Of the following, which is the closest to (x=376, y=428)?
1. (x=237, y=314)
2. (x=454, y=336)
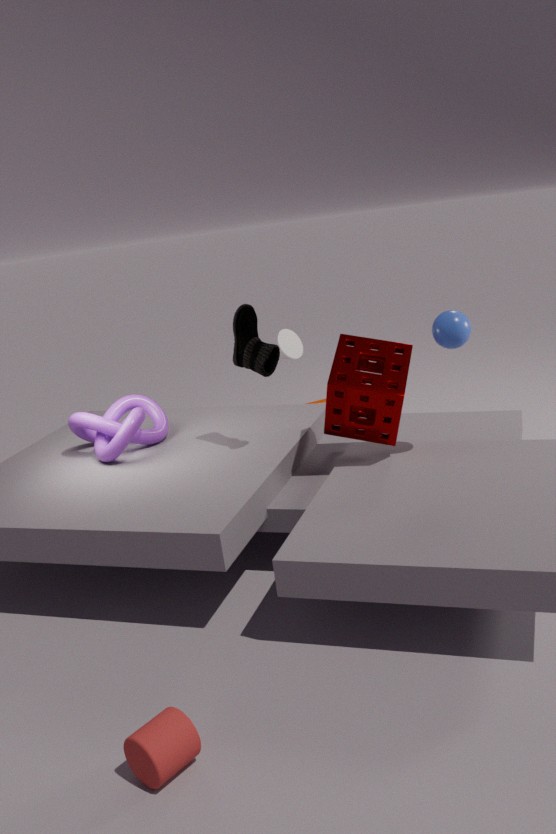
(x=454, y=336)
